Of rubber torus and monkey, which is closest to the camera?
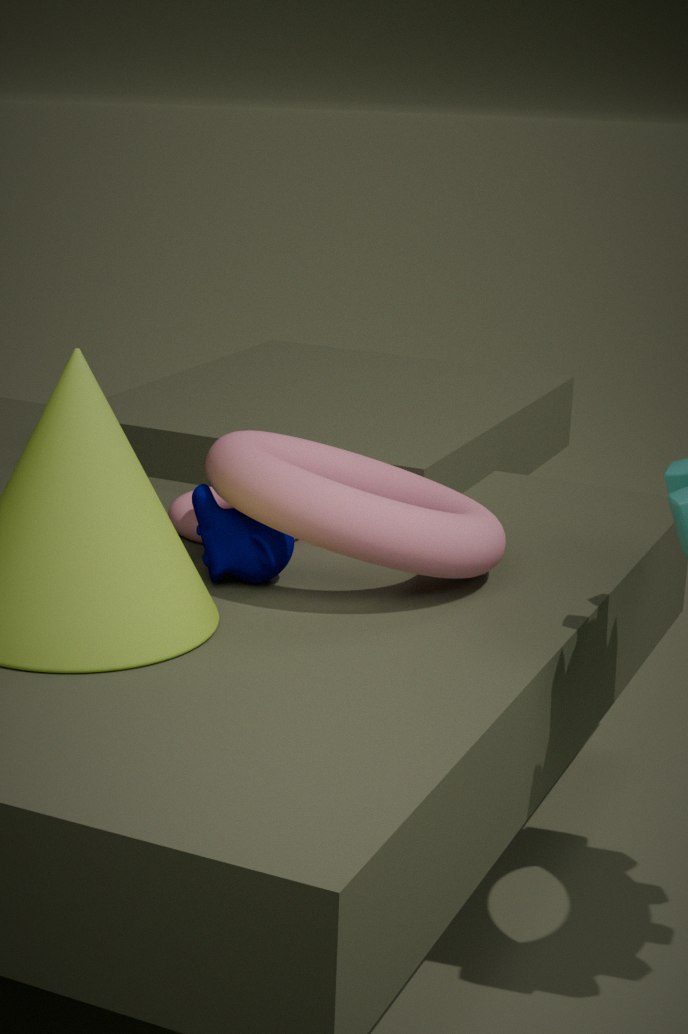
monkey
